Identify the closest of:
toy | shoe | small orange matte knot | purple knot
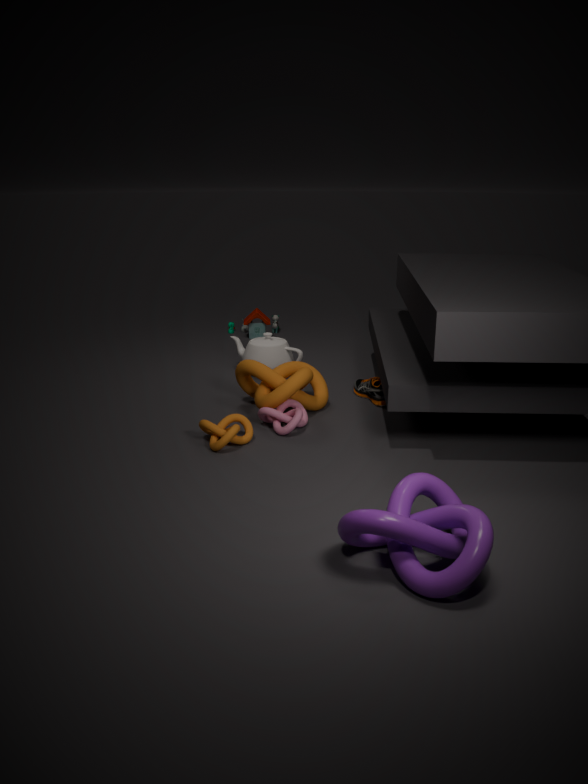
purple knot
